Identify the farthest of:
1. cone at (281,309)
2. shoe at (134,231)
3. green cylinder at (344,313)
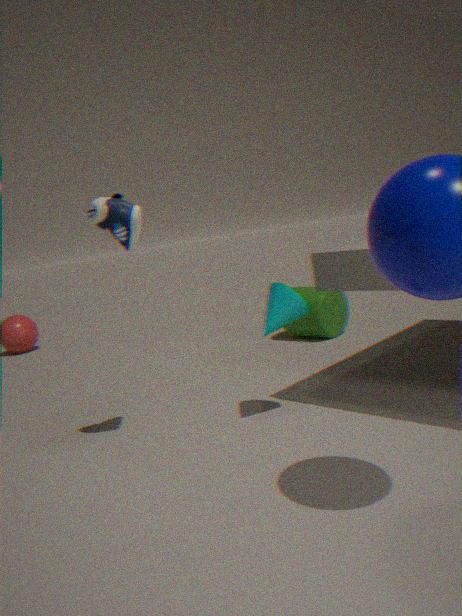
green cylinder at (344,313)
